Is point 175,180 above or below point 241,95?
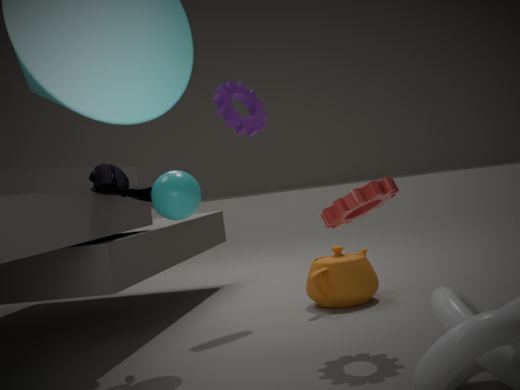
below
